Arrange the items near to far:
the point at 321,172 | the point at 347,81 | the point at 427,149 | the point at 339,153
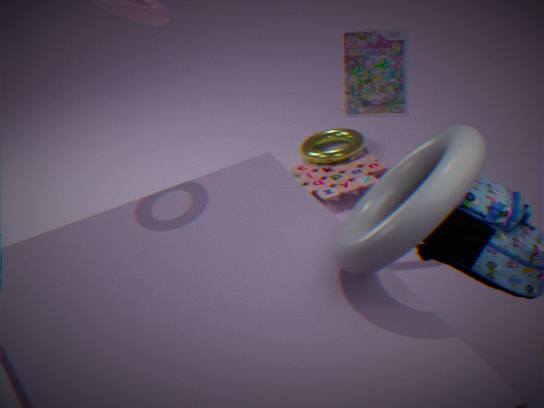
the point at 427,149
the point at 347,81
the point at 321,172
the point at 339,153
